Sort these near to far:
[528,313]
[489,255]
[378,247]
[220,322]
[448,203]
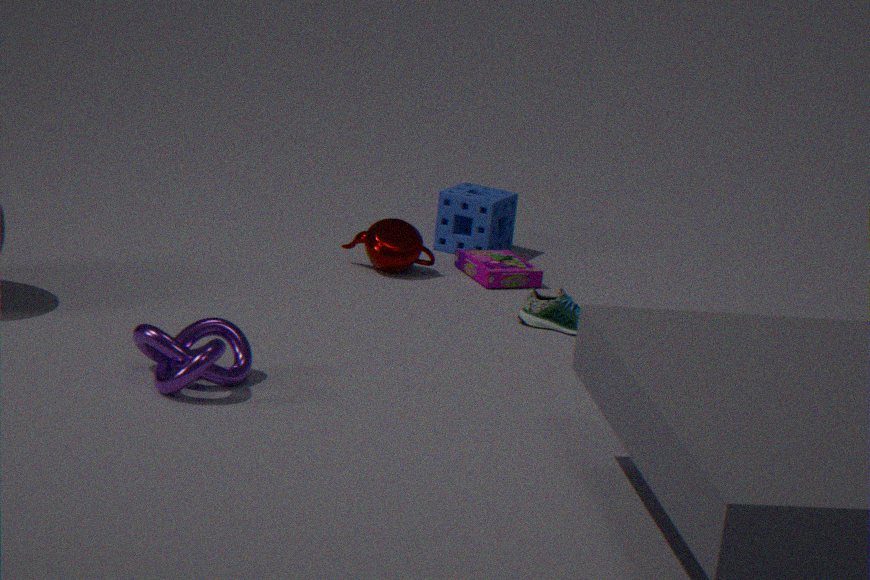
1. [220,322]
2. [528,313]
3. [378,247]
4. [489,255]
5. [448,203]
